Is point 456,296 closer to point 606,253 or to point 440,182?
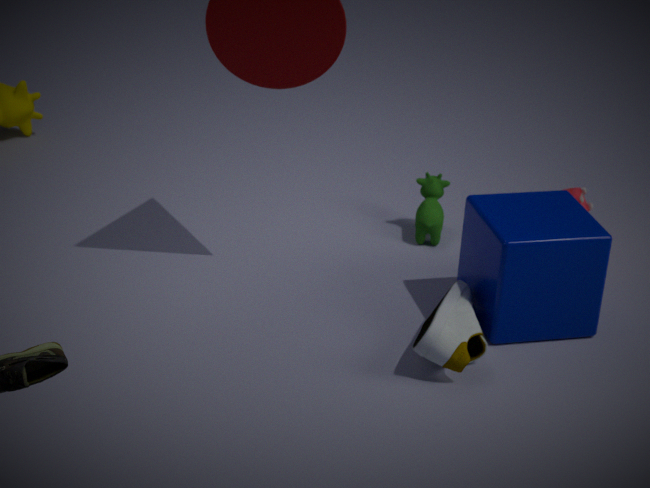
point 606,253
